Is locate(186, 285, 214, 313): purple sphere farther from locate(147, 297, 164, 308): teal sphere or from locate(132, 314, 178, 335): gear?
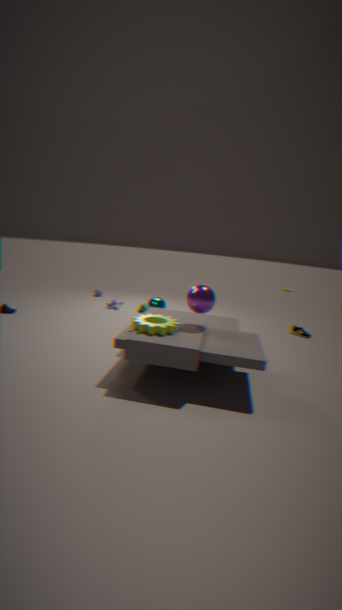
locate(147, 297, 164, 308): teal sphere
